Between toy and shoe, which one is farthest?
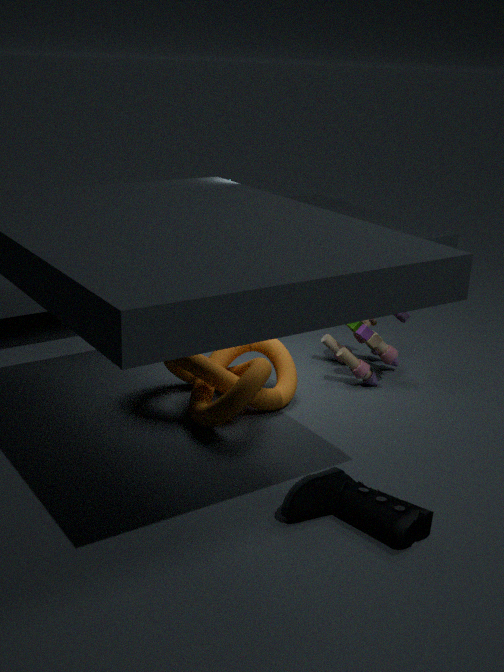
toy
